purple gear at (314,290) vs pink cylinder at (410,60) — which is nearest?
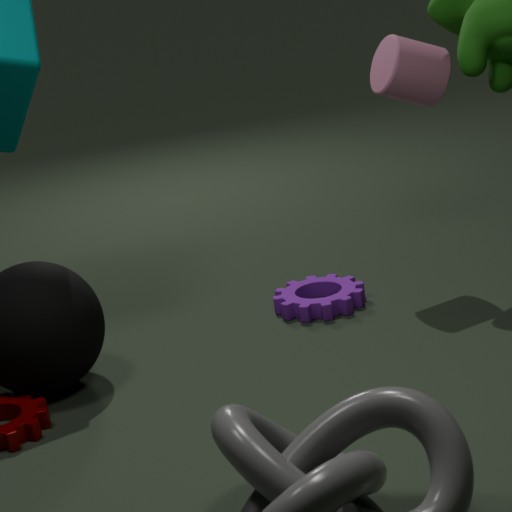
pink cylinder at (410,60)
